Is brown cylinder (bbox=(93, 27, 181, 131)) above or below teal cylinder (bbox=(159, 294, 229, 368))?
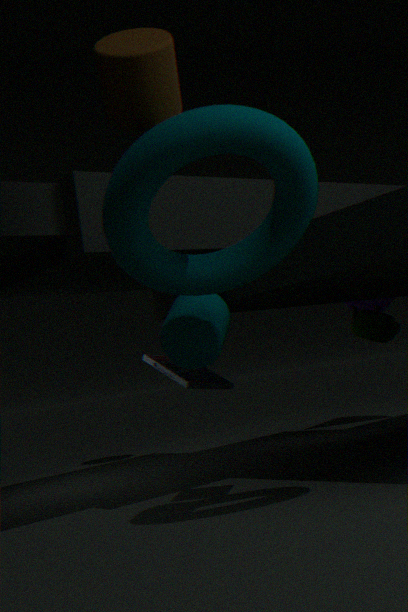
above
